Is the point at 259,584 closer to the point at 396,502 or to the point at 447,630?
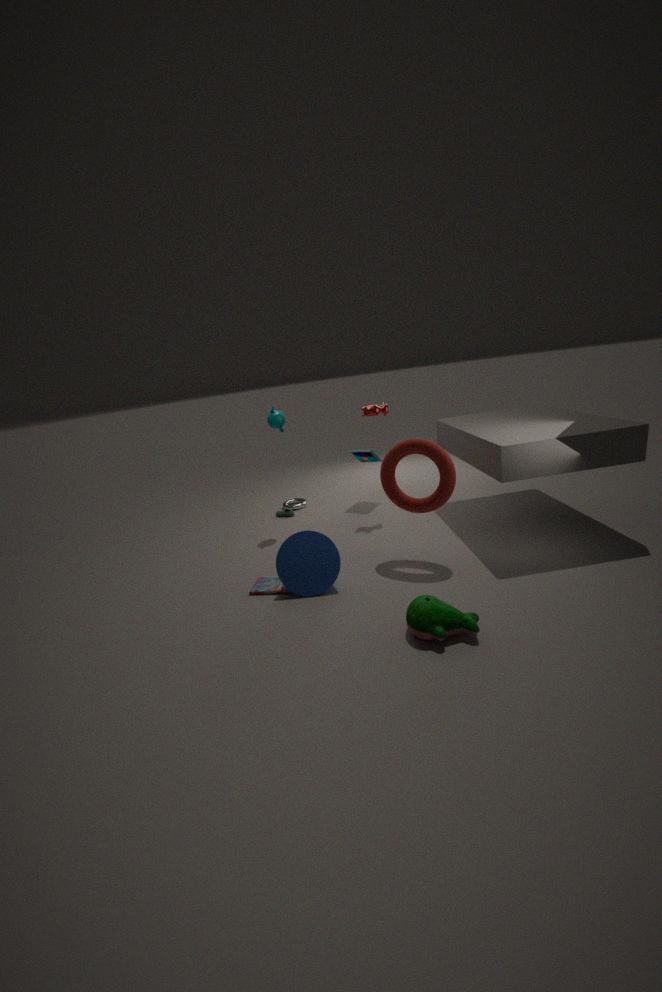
the point at 447,630
